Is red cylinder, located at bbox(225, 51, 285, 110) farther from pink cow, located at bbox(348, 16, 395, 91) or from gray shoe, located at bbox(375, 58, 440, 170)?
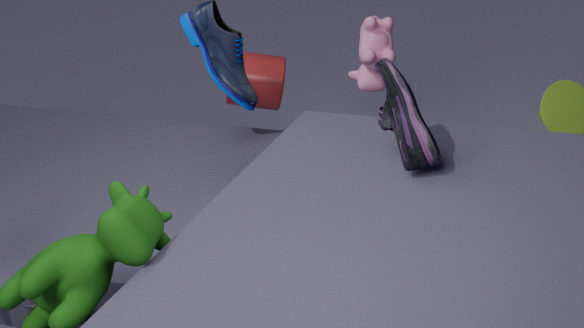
gray shoe, located at bbox(375, 58, 440, 170)
